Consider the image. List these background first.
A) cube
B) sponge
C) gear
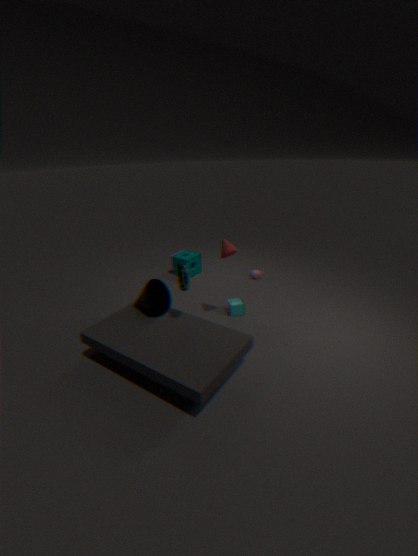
sponge < cube < gear
